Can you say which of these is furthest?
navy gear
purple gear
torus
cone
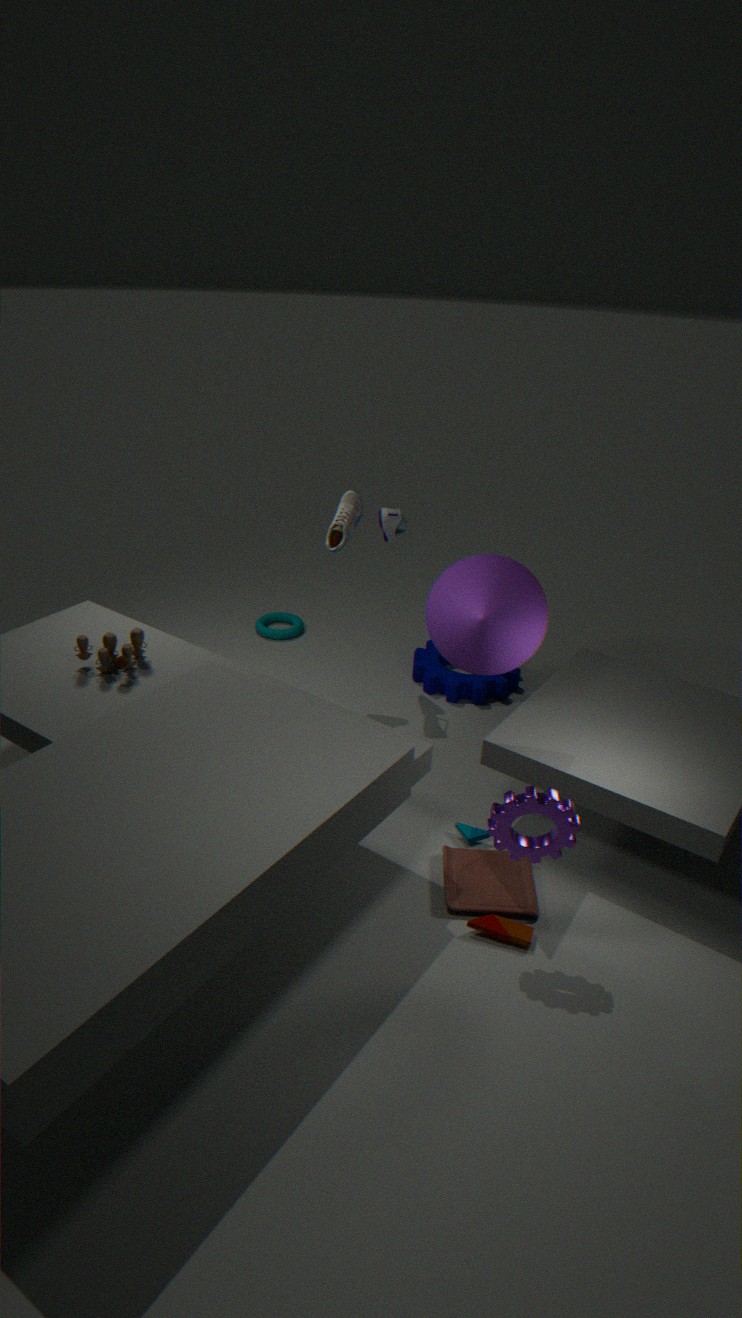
torus
